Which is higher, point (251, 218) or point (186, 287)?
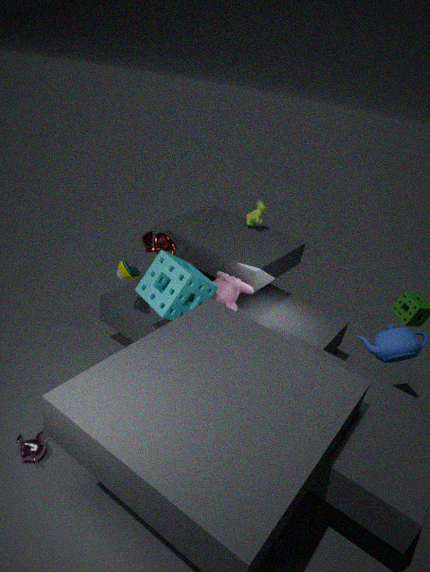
point (251, 218)
